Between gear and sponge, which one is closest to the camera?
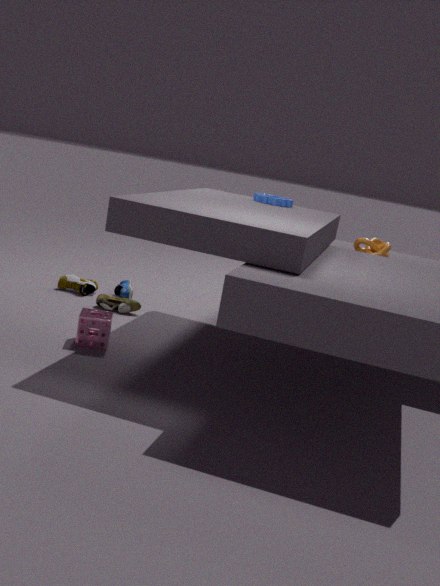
sponge
